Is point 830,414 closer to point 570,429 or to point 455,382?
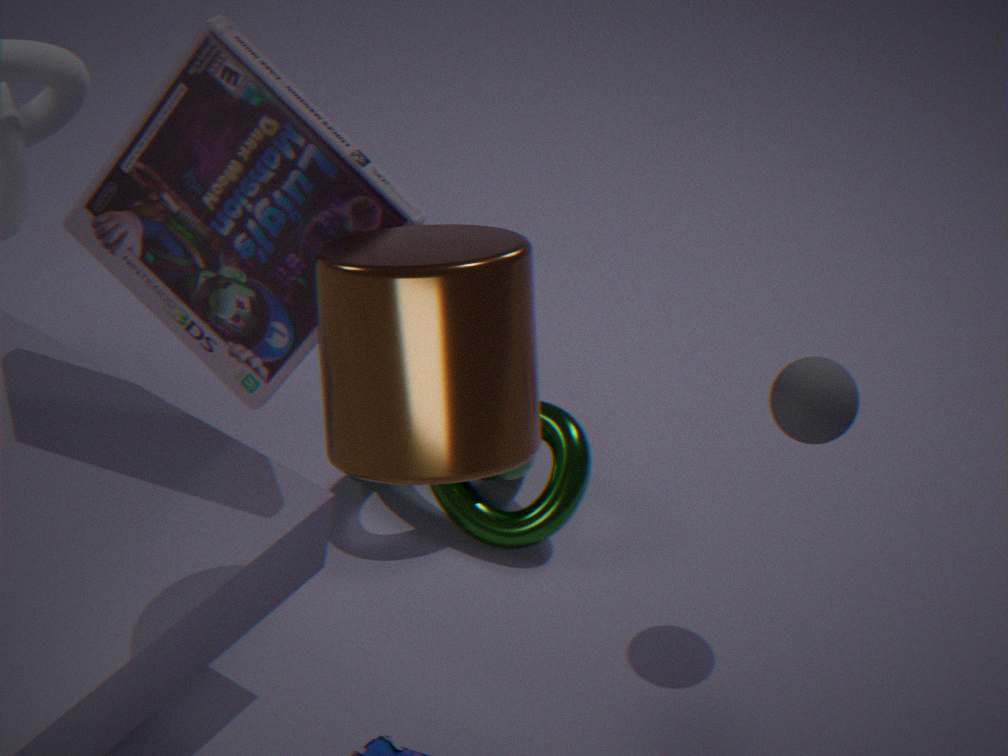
point 570,429
